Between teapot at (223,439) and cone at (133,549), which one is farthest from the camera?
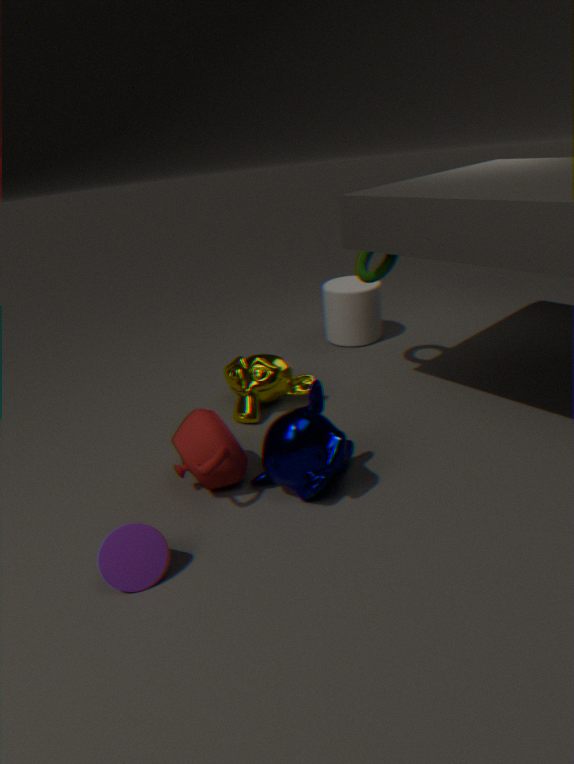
teapot at (223,439)
